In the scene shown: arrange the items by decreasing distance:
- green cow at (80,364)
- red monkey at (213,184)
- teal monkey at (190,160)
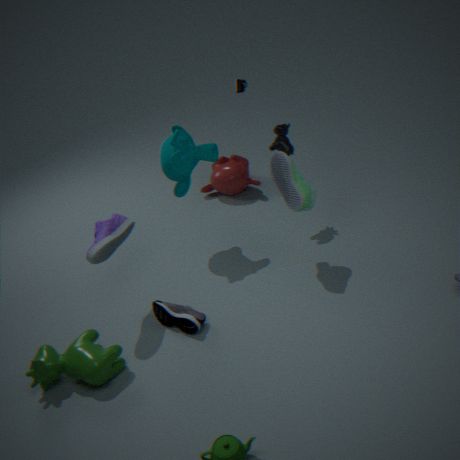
red monkey at (213,184) → teal monkey at (190,160) → green cow at (80,364)
